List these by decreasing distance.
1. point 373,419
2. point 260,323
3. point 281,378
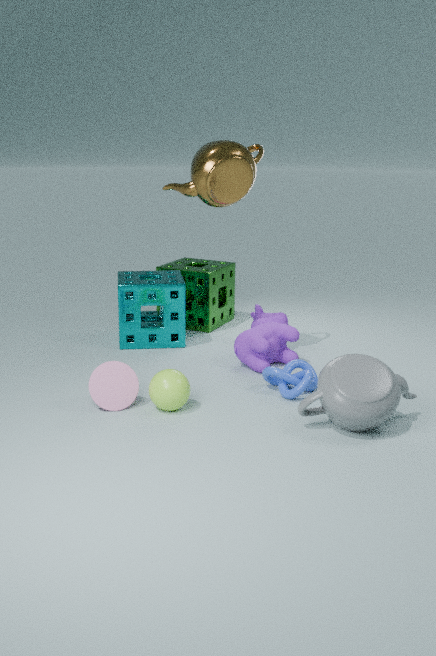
point 260,323 < point 281,378 < point 373,419
